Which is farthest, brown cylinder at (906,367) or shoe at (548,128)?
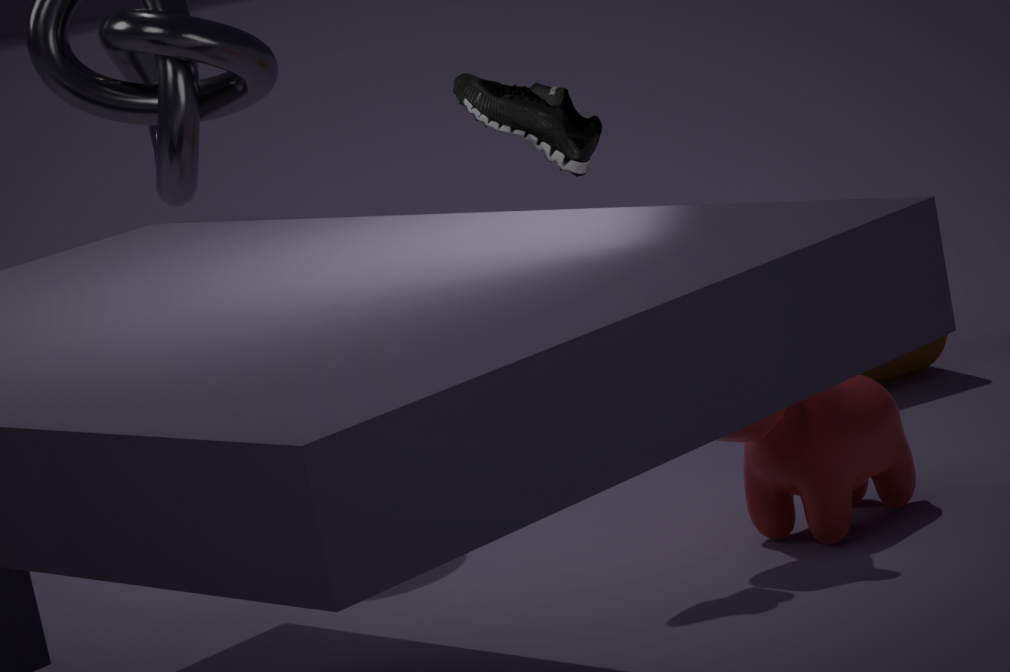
brown cylinder at (906,367)
